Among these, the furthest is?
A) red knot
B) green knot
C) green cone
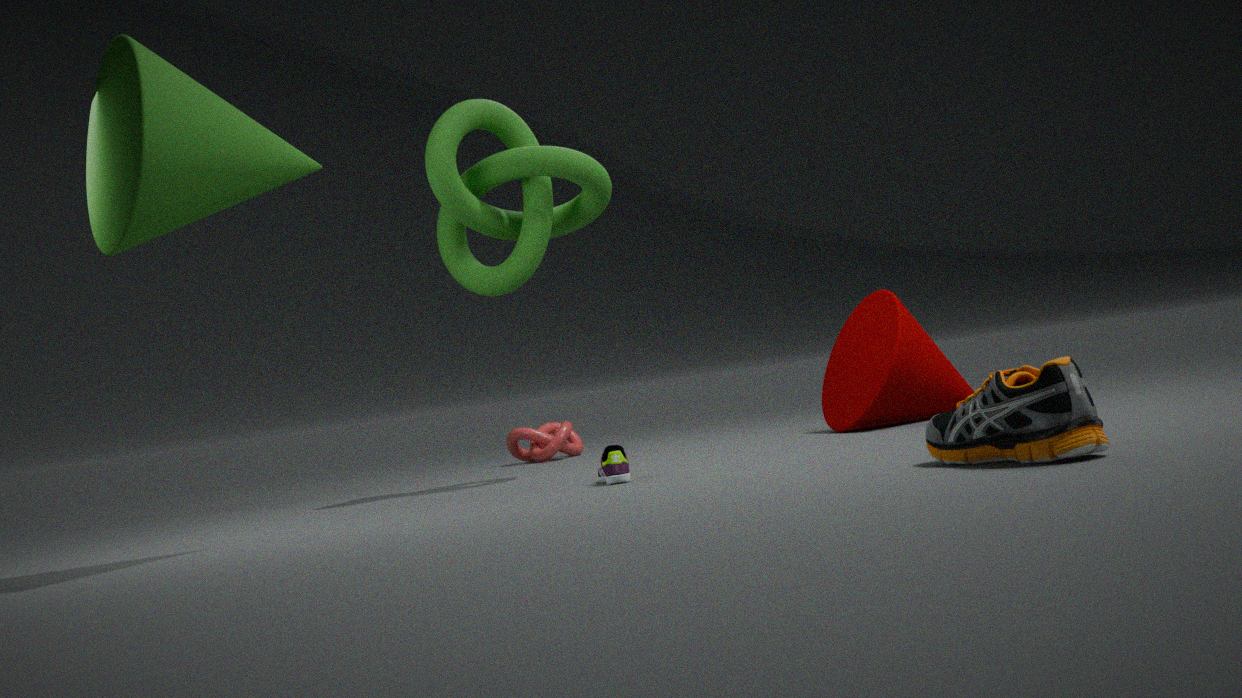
red knot
